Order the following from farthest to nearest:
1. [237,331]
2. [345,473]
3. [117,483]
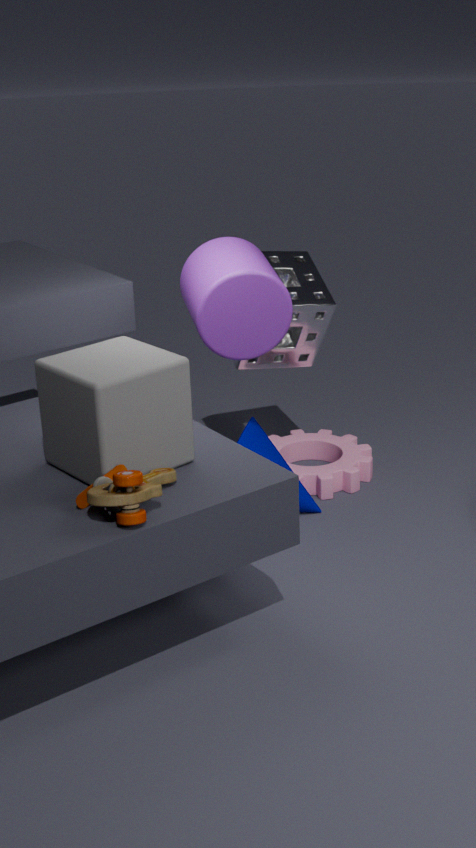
1. [345,473]
2. [237,331]
3. [117,483]
